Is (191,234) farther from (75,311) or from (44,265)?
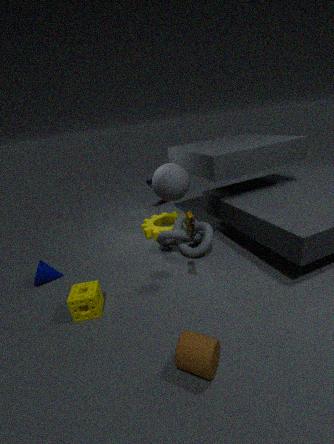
(44,265)
